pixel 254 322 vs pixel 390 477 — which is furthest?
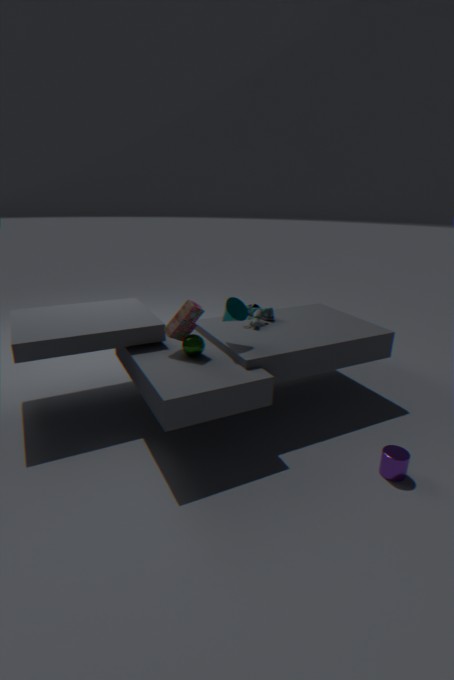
pixel 254 322
